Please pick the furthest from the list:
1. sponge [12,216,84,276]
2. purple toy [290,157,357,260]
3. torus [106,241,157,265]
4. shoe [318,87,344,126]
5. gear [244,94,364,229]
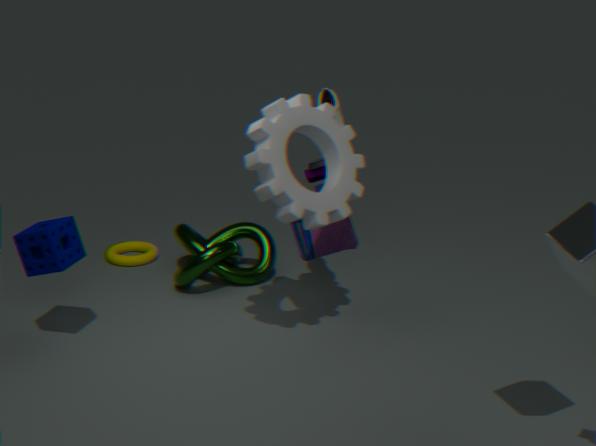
torus [106,241,157,265]
